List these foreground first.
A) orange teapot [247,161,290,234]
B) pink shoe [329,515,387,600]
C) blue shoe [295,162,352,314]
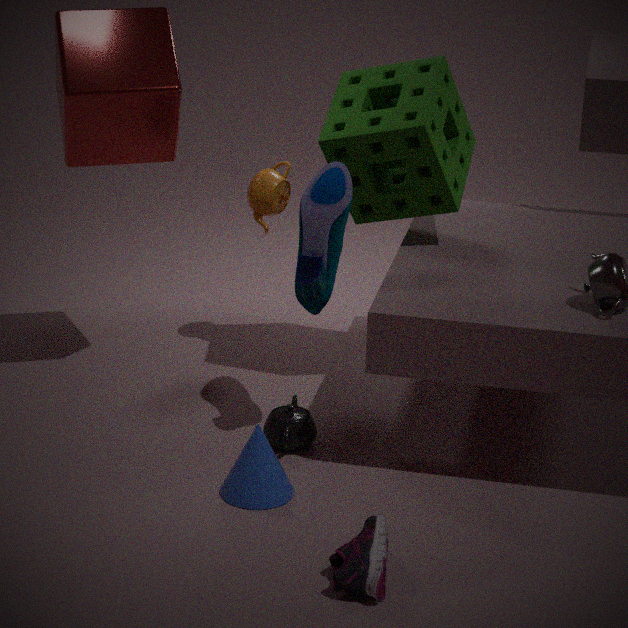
B. pink shoe [329,515,387,600]
C. blue shoe [295,162,352,314]
A. orange teapot [247,161,290,234]
